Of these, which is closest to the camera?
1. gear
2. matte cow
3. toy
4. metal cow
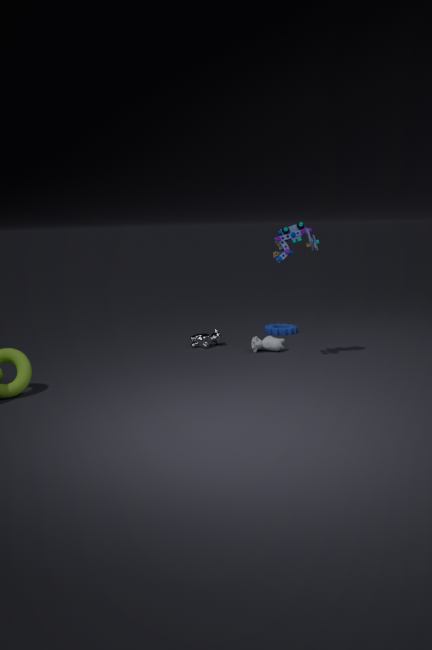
toy
